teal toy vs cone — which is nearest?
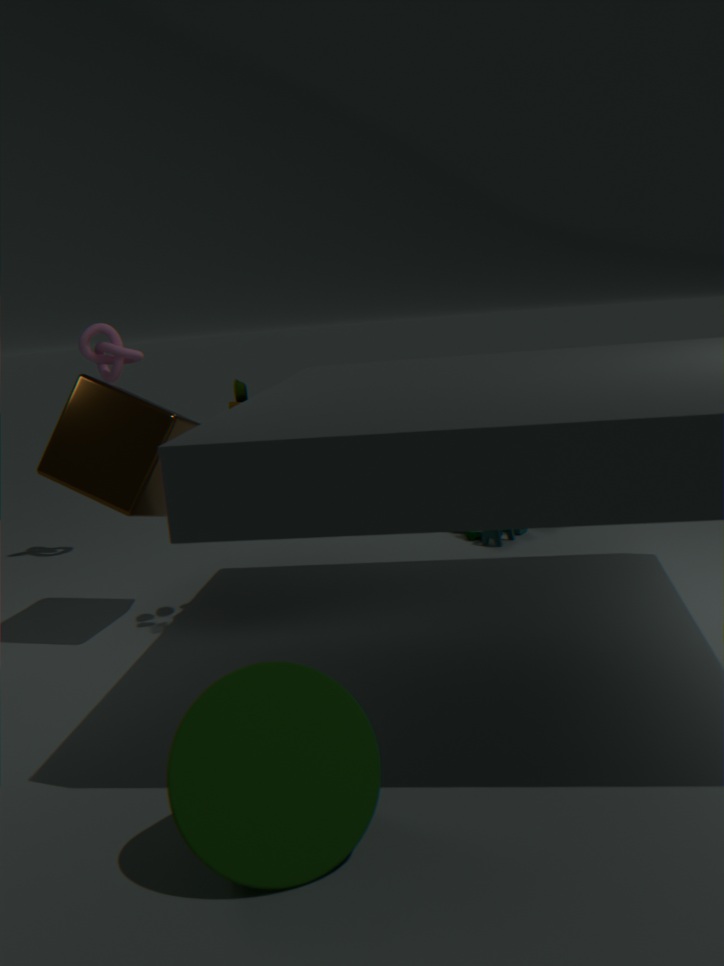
cone
